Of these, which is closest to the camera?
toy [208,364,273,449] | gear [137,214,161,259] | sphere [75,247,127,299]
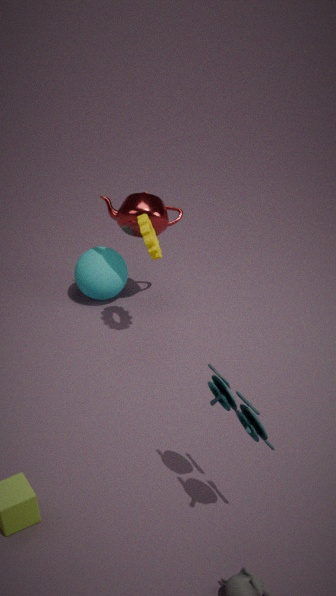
toy [208,364,273,449]
